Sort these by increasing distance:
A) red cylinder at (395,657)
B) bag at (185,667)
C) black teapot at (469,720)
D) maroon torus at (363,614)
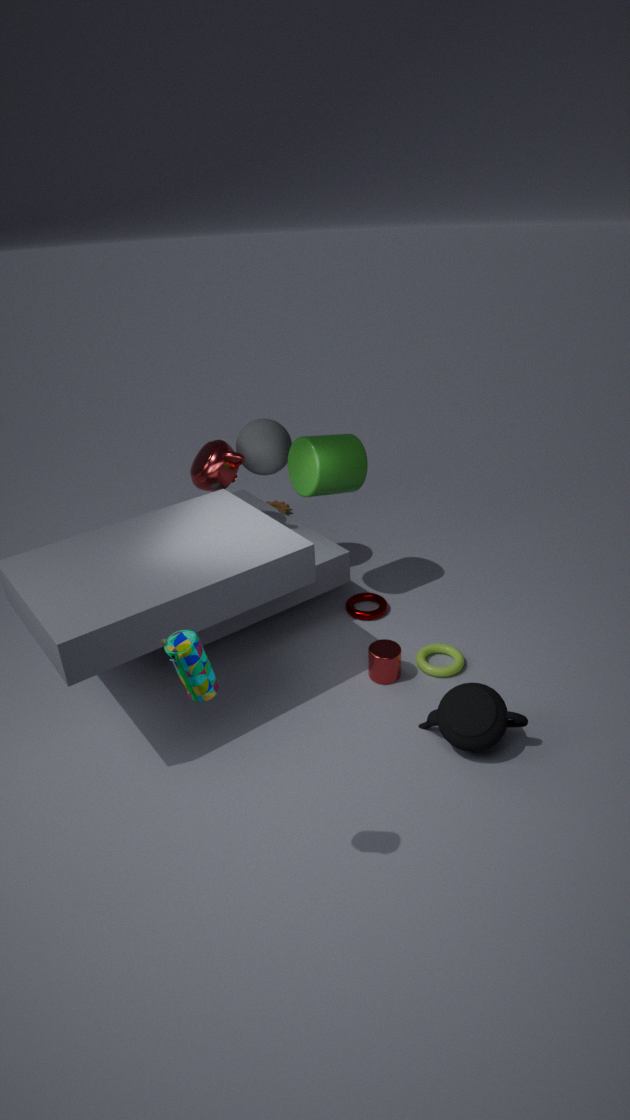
bag at (185,667), black teapot at (469,720), red cylinder at (395,657), maroon torus at (363,614)
